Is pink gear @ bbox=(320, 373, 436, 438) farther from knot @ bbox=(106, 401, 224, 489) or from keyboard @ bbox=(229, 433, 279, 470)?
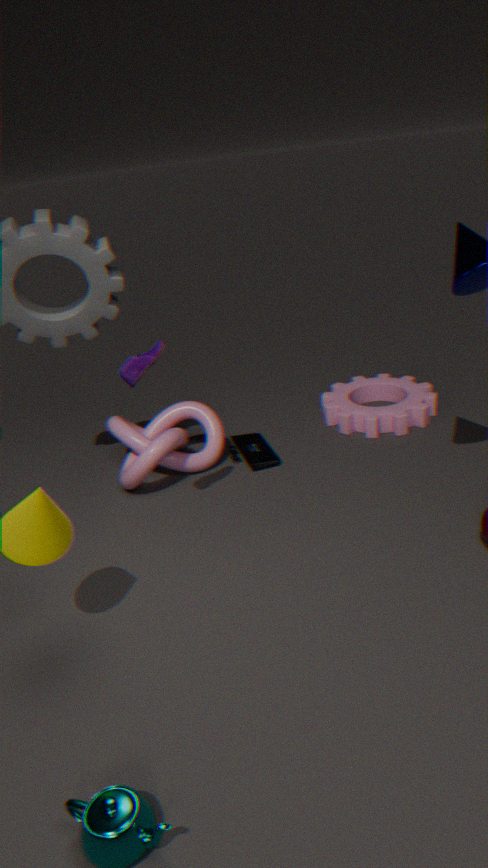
knot @ bbox=(106, 401, 224, 489)
